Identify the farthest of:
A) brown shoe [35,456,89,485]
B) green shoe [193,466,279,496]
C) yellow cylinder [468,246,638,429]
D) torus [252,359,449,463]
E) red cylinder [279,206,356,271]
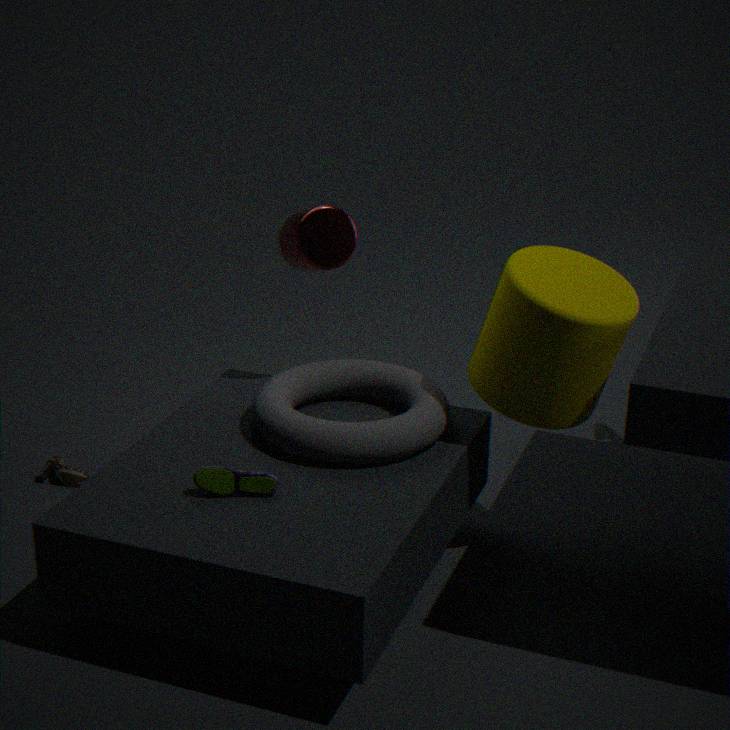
brown shoe [35,456,89,485]
